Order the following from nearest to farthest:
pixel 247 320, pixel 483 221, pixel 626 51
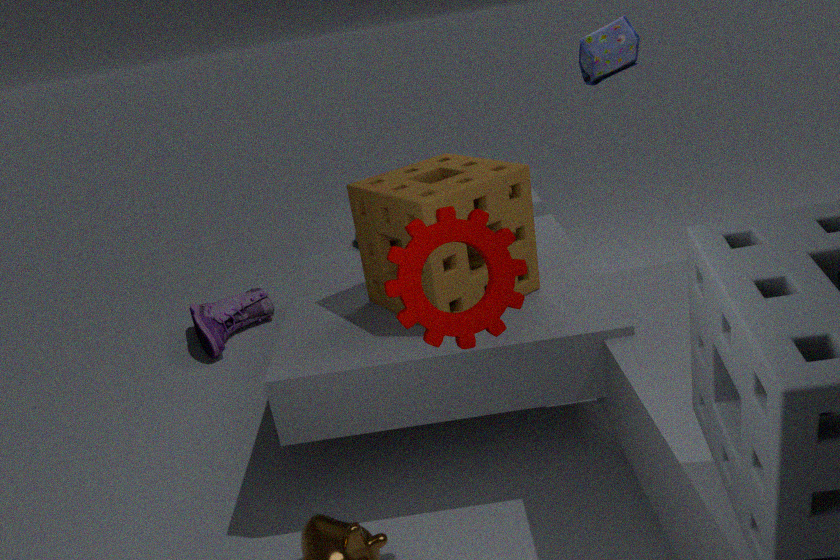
pixel 483 221, pixel 626 51, pixel 247 320
